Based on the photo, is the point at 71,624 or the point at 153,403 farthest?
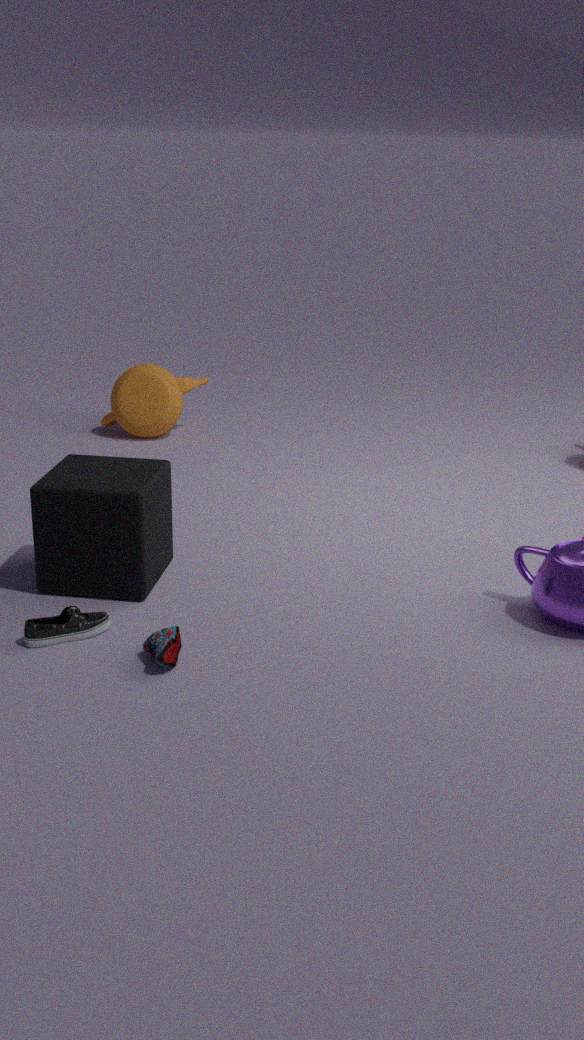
the point at 153,403
